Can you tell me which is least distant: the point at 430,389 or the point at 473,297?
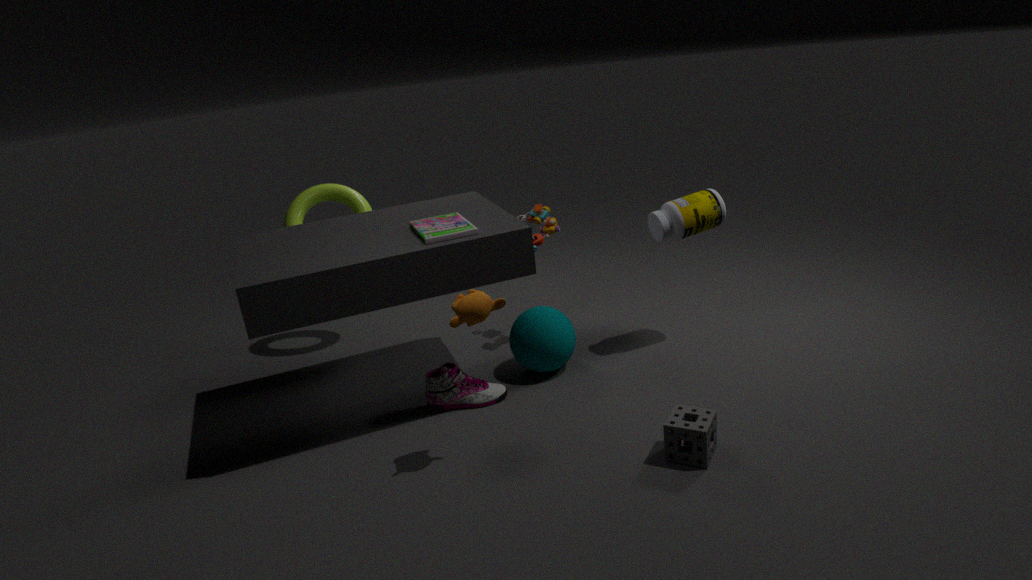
the point at 473,297
